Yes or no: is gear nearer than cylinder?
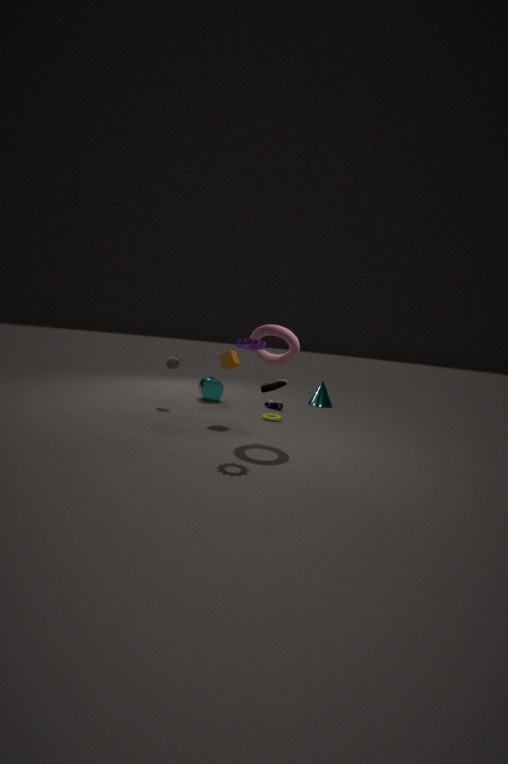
Yes
